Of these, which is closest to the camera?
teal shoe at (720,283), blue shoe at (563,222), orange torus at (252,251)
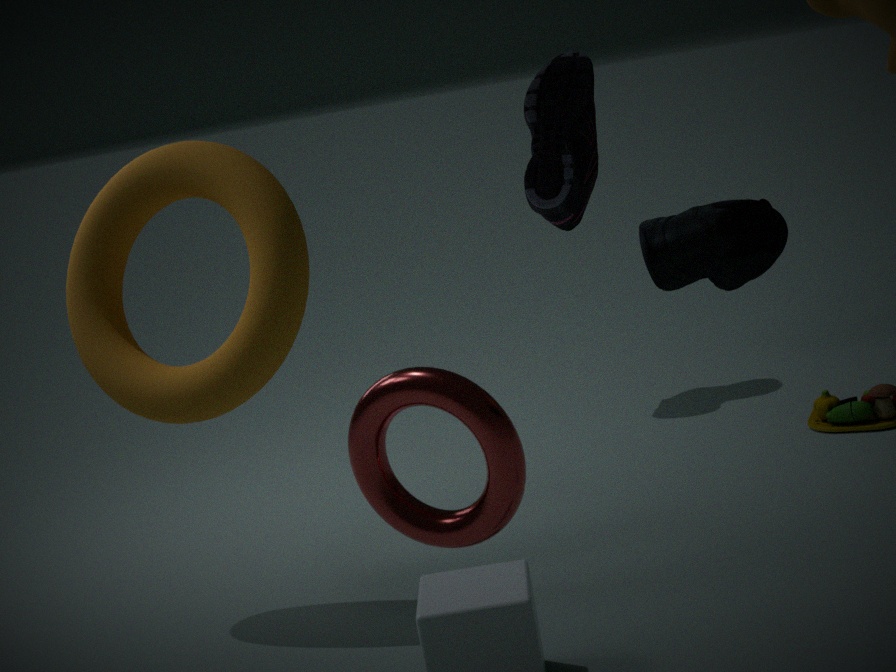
teal shoe at (720,283)
